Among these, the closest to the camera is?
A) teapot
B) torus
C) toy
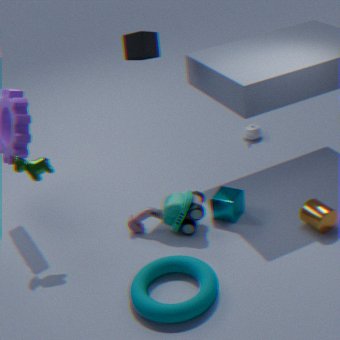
torus
